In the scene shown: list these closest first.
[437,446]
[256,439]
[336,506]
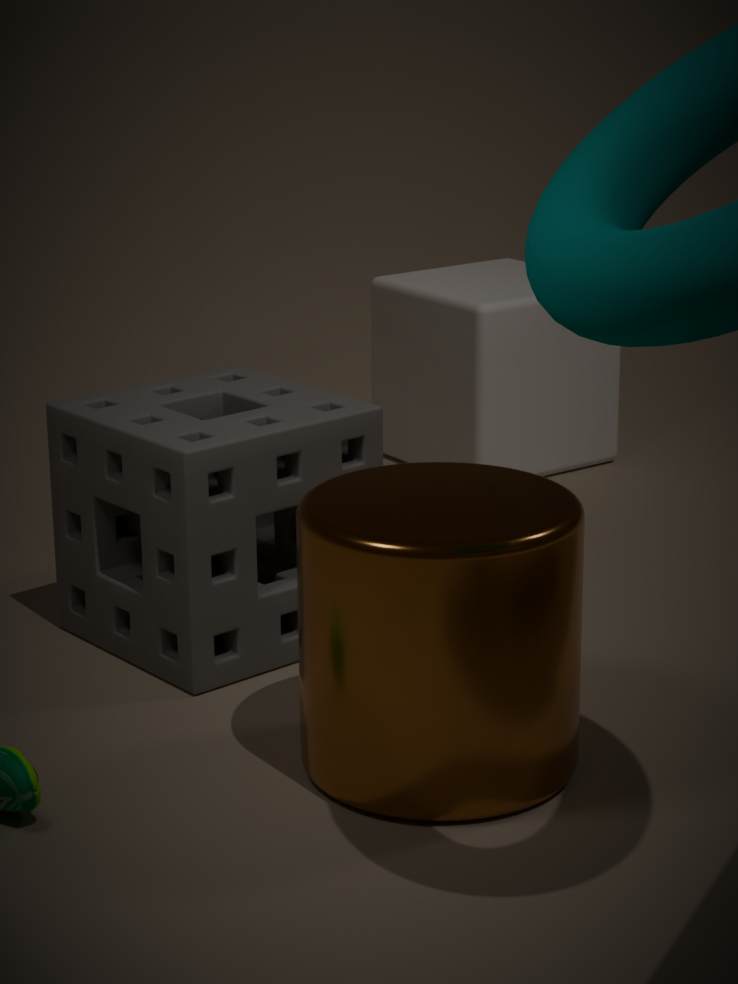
[336,506] → [256,439] → [437,446]
